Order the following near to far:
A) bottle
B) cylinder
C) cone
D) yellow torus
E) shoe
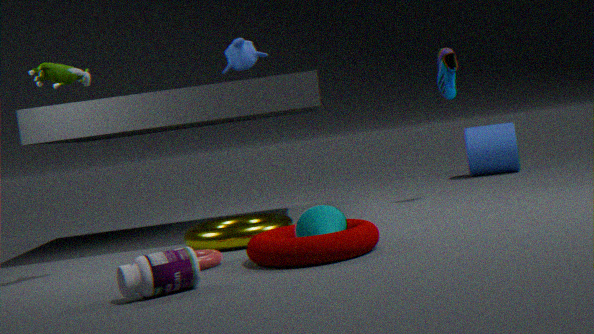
bottle < cone < yellow torus < shoe < cylinder
